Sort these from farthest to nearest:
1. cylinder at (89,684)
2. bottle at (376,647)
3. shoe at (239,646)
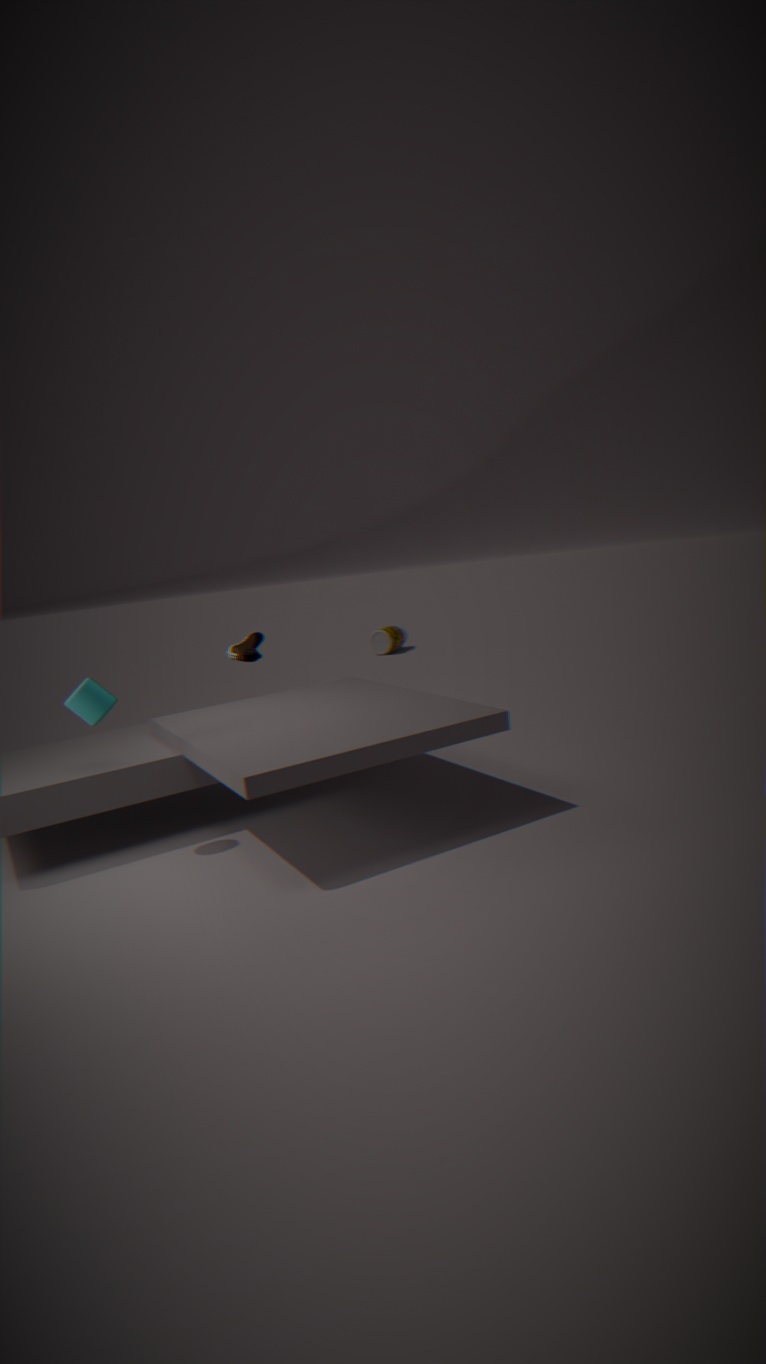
bottle at (376,647)
shoe at (239,646)
cylinder at (89,684)
